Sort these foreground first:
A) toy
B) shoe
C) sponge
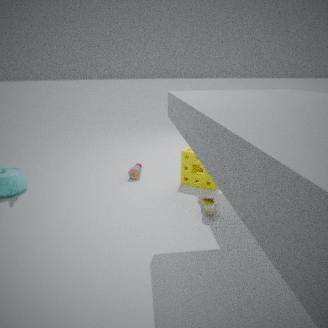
shoe → sponge → toy
